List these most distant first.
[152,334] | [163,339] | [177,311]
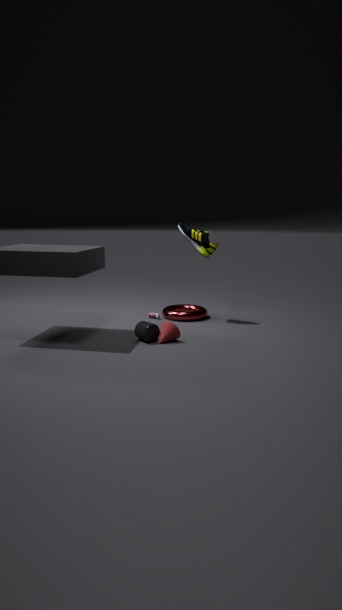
[177,311] < [152,334] < [163,339]
